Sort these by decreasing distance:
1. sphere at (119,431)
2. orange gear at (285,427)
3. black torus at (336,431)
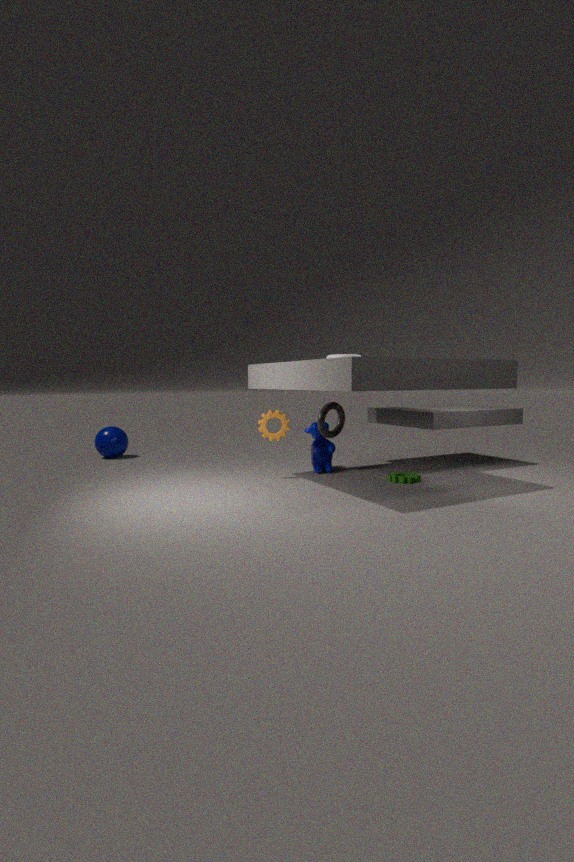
1. sphere at (119,431)
2. orange gear at (285,427)
3. black torus at (336,431)
